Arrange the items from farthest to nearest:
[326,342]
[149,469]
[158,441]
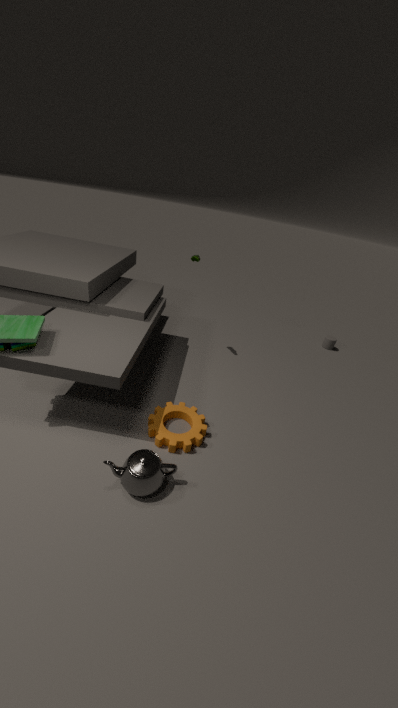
1. [326,342]
2. [158,441]
3. [149,469]
